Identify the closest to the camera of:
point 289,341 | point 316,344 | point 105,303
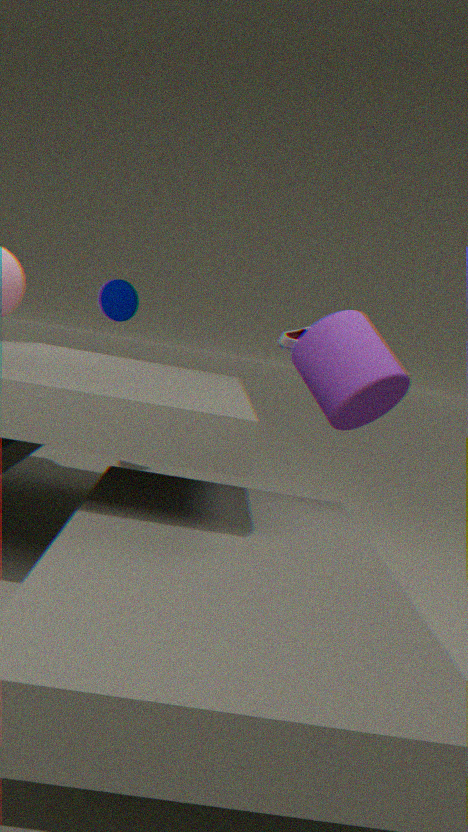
point 316,344
